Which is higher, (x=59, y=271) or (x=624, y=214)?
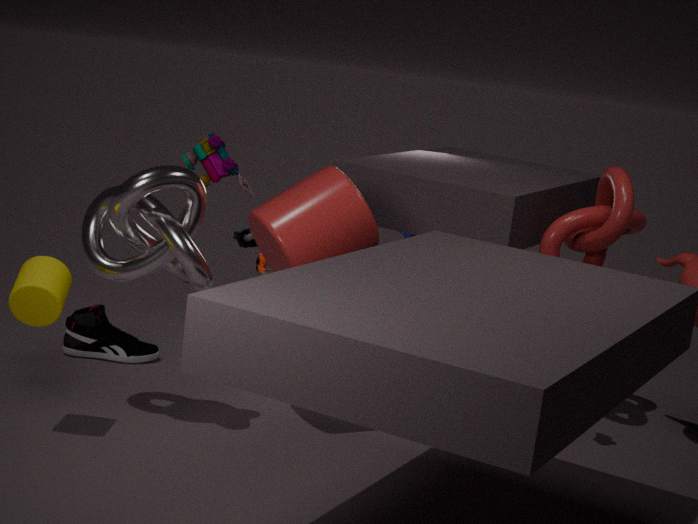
(x=624, y=214)
